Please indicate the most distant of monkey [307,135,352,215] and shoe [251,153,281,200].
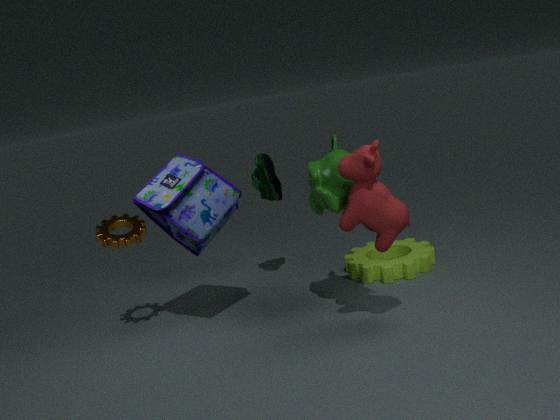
shoe [251,153,281,200]
